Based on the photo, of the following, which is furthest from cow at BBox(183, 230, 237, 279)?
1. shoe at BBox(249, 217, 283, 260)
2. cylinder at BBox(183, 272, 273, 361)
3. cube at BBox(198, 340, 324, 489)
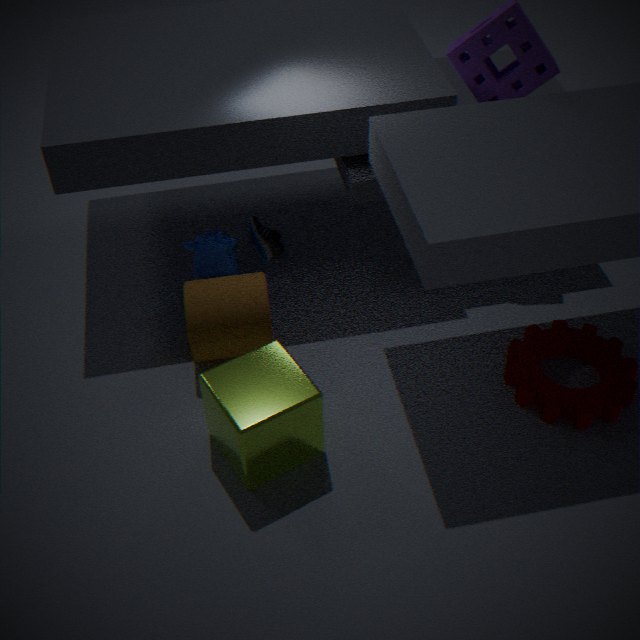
cube at BBox(198, 340, 324, 489)
